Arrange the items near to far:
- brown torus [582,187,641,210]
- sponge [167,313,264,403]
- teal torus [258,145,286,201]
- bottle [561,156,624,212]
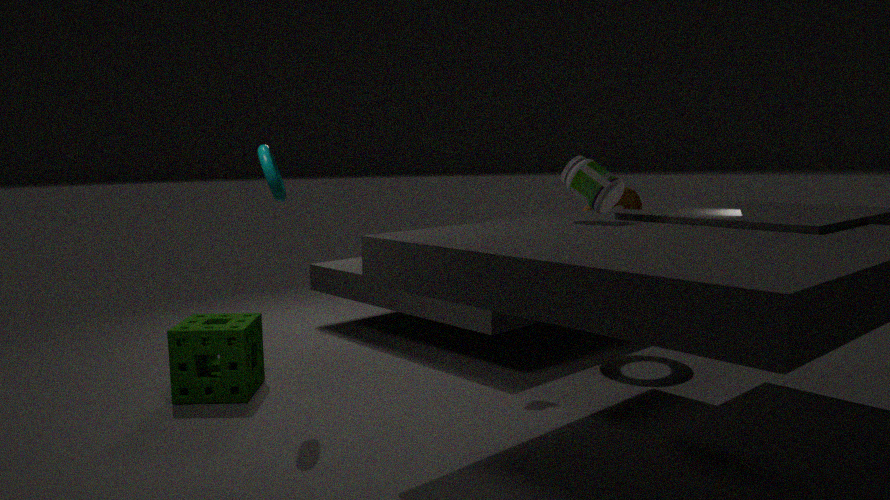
bottle [561,156,624,212] < teal torus [258,145,286,201] < sponge [167,313,264,403] < brown torus [582,187,641,210]
